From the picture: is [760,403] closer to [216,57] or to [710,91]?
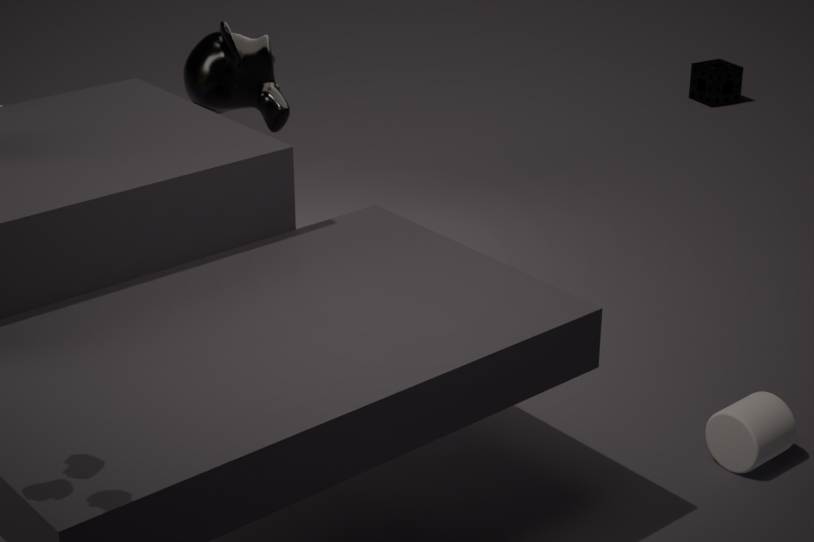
[216,57]
